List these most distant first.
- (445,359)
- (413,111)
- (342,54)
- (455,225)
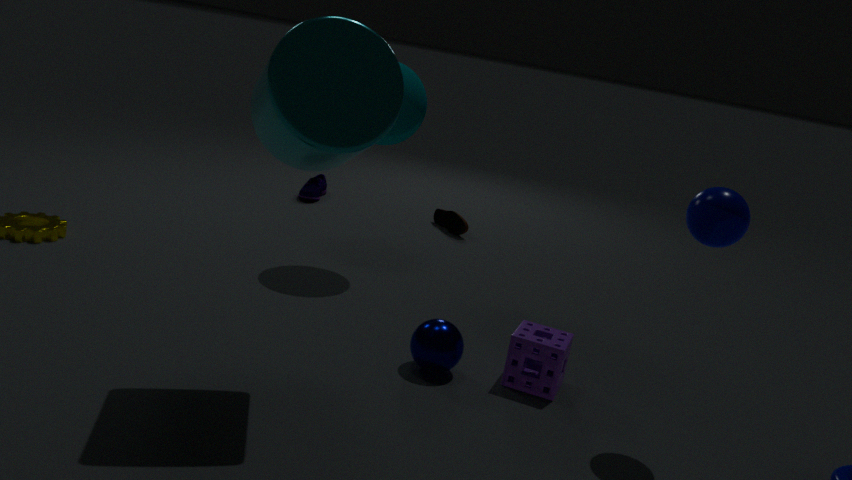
(455,225), (413,111), (445,359), (342,54)
